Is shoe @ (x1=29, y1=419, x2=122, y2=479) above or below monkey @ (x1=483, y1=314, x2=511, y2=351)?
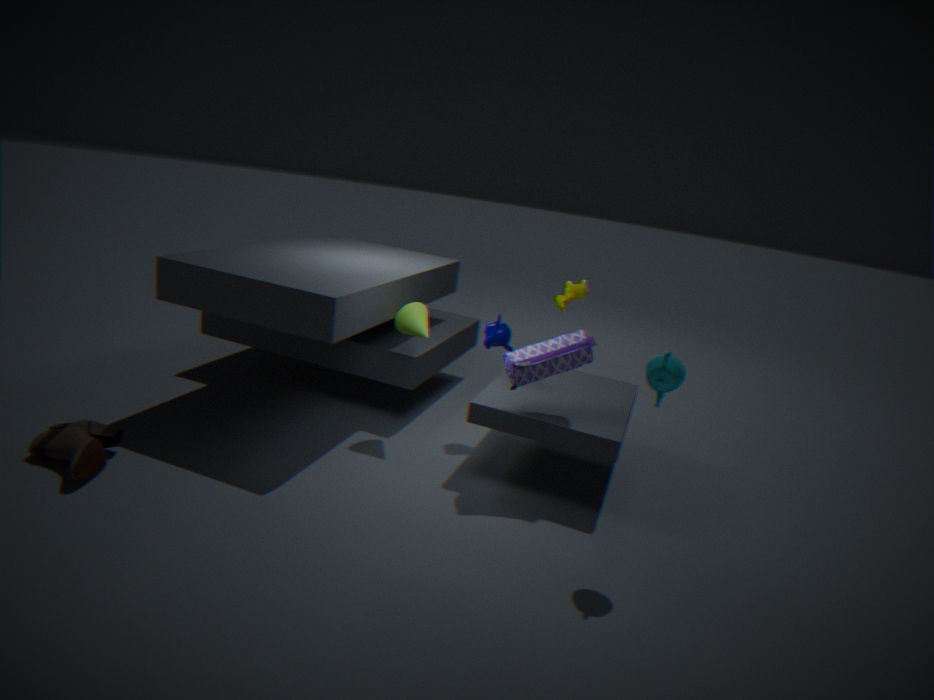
below
